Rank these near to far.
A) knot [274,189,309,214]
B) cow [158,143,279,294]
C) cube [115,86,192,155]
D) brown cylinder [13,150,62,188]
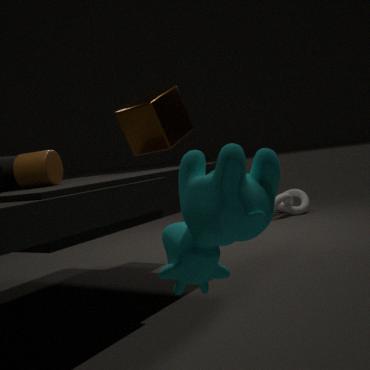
1. cow [158,143,279,294]
2. brown cylinder [13,150,62,188]
3. cube [115,86,192,155]
4. knot [274,189,309,214]
